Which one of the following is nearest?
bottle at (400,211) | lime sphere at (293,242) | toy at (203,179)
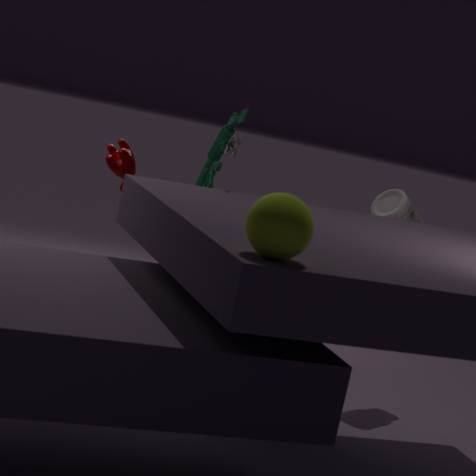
lime sphere at (293,242)
